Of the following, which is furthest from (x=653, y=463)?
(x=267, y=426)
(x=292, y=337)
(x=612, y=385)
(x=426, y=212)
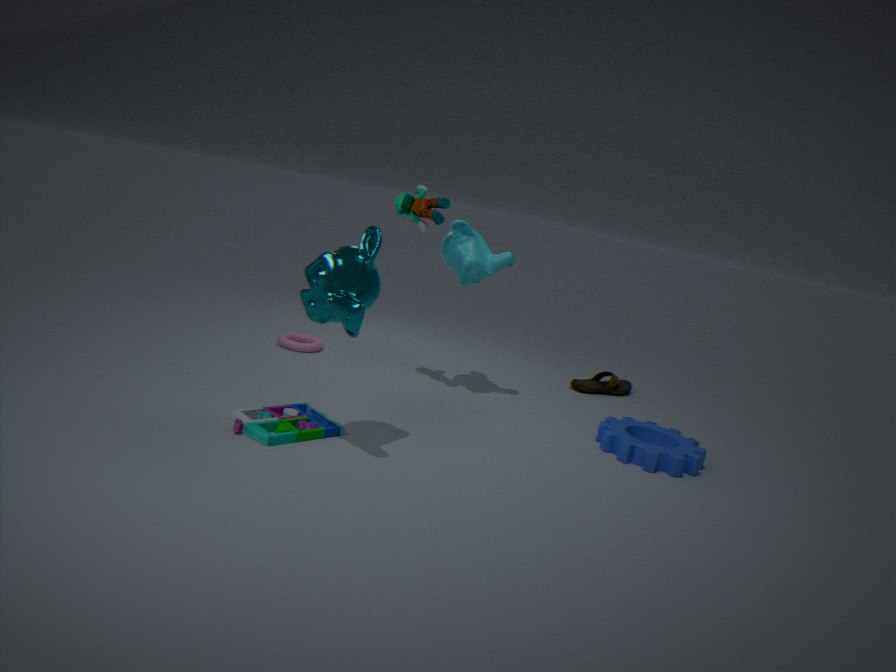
(x=292, y=337)
